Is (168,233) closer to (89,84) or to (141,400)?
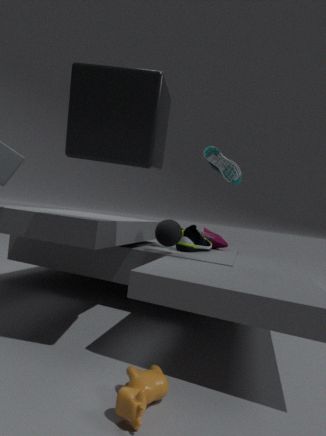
(89,84)
